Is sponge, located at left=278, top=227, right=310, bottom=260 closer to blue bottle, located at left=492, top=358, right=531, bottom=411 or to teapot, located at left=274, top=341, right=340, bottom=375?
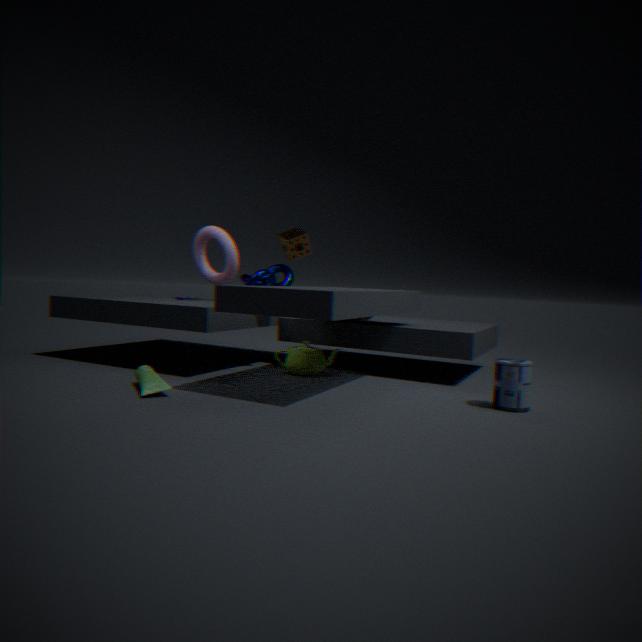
teapot, located at left=274, top=341, right=340, bottom=375
